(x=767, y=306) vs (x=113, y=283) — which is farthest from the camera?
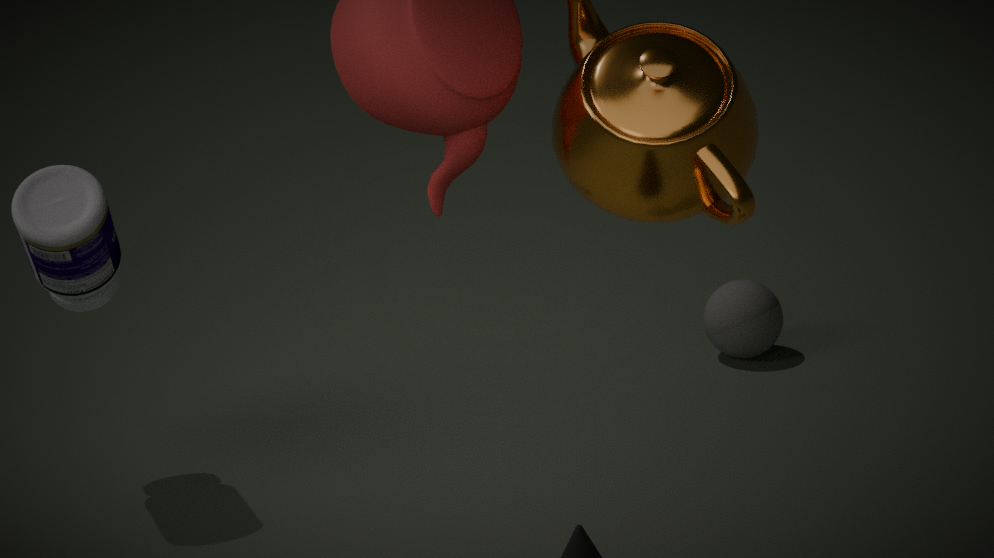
(x=767, y=306)
